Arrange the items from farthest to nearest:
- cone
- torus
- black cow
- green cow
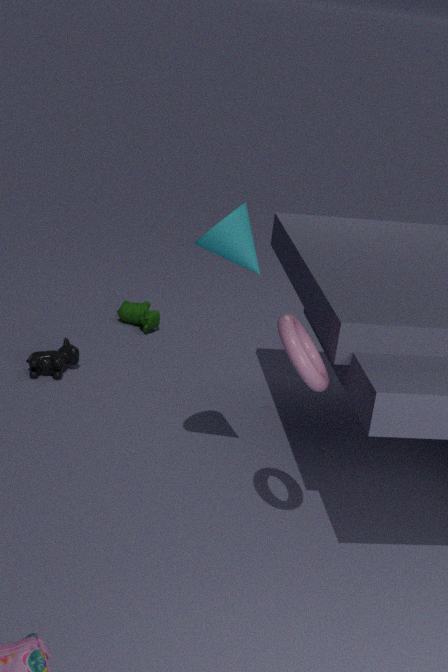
green cow → black cow → cone → torus
